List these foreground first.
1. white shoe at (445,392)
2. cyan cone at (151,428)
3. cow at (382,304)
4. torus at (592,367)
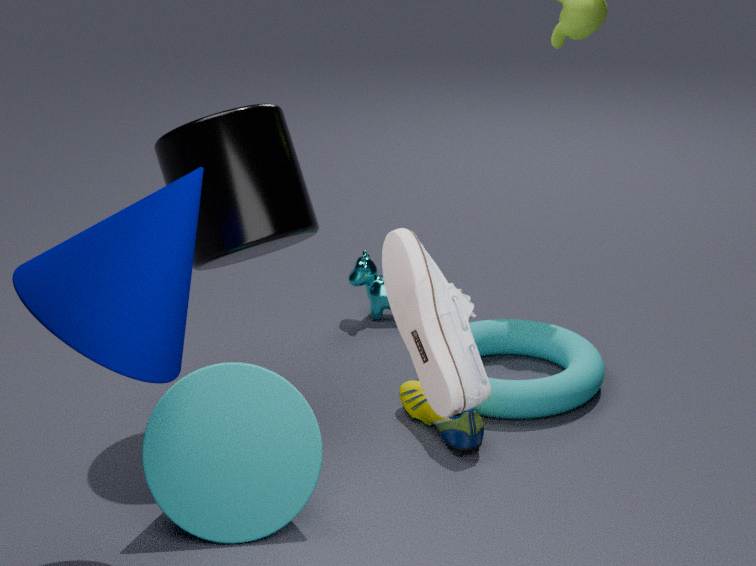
white shoe at (445,392) < cyan cone at (151,428) < torus at (592,367) < cow at (382,304)
